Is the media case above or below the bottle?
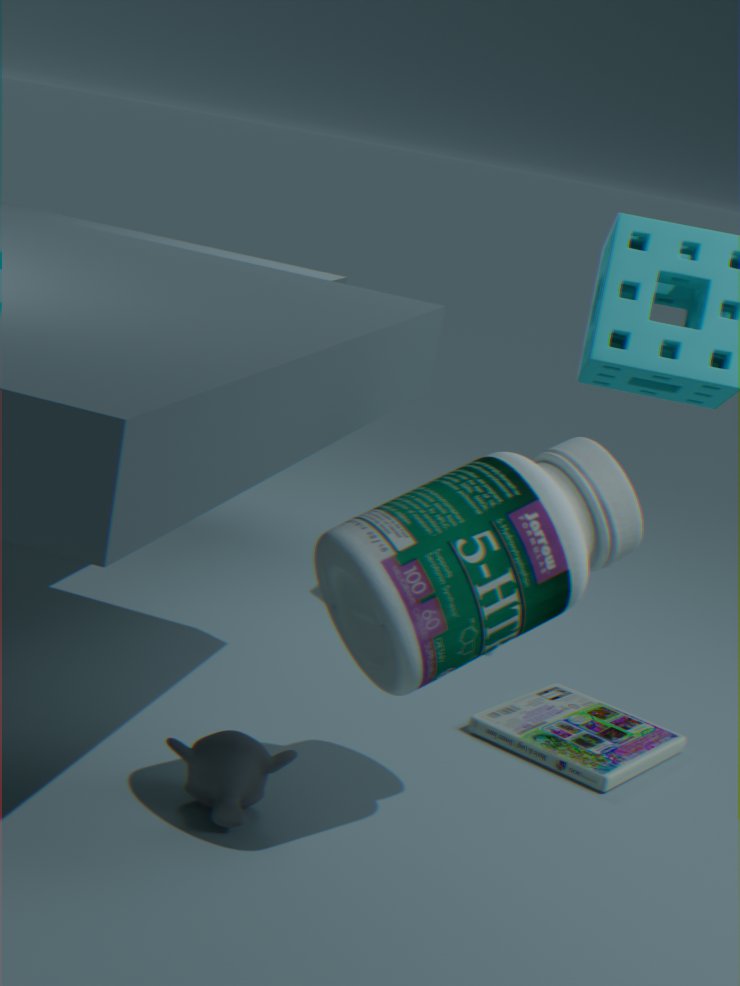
below
